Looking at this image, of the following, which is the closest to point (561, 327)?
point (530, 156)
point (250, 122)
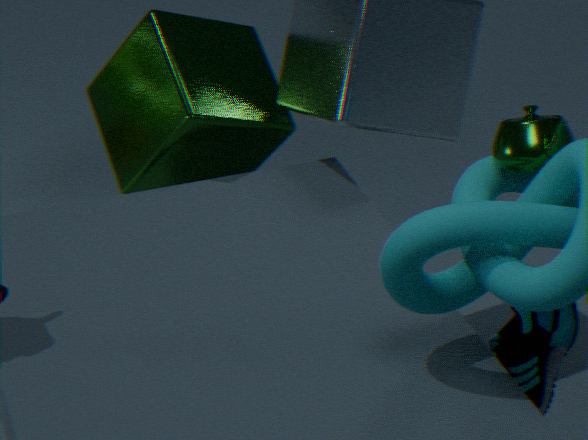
point (530, 156)
